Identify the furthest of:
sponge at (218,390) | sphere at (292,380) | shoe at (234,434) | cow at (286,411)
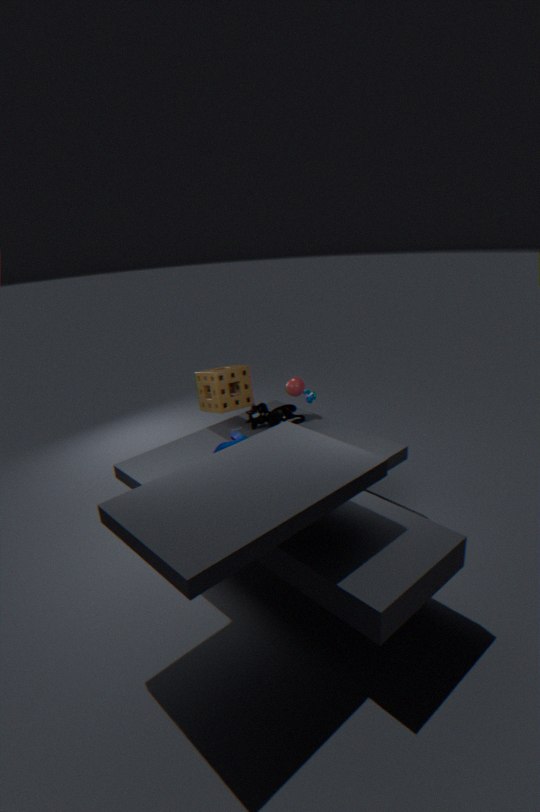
sphere at (292,380)
